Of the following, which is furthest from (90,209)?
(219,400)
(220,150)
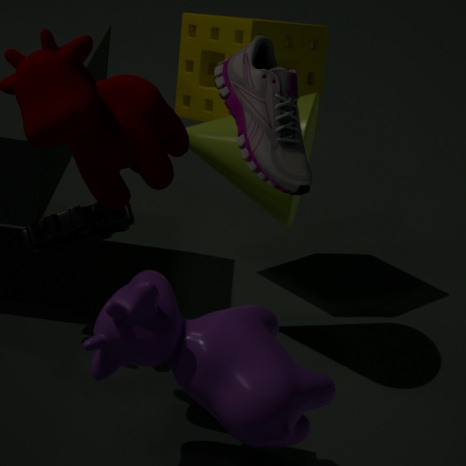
(220,150)
